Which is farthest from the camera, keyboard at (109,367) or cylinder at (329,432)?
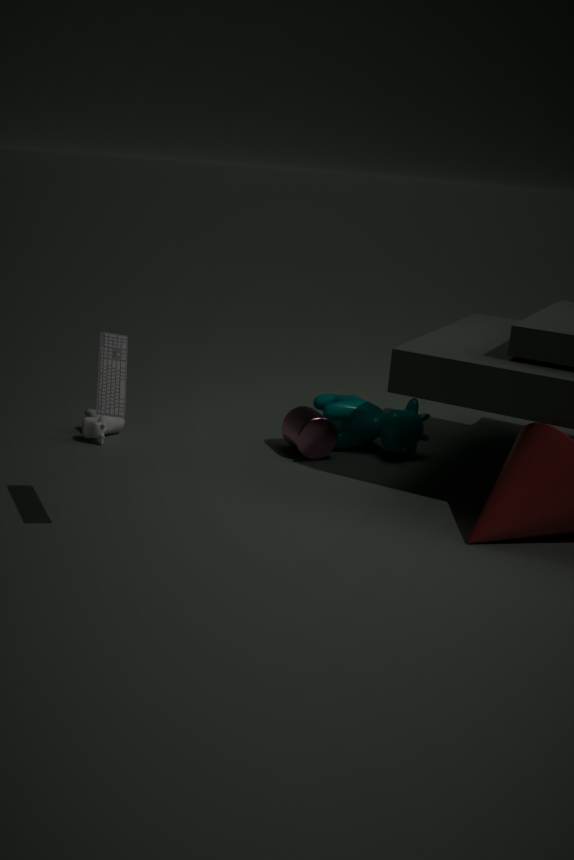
cylinder at (329,432)
